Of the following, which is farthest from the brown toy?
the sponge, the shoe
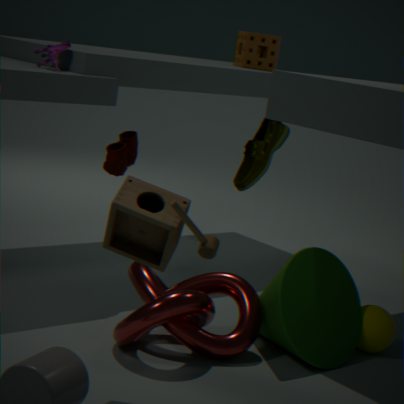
the sponge
